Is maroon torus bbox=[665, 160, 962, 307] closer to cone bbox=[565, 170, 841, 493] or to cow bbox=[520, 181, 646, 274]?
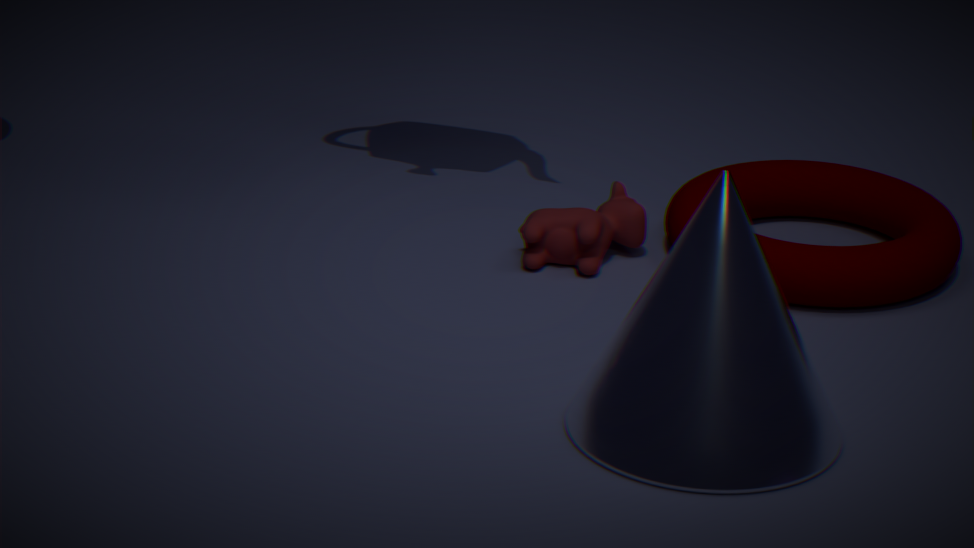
cow bbox=[520, 181, 646, 274]
